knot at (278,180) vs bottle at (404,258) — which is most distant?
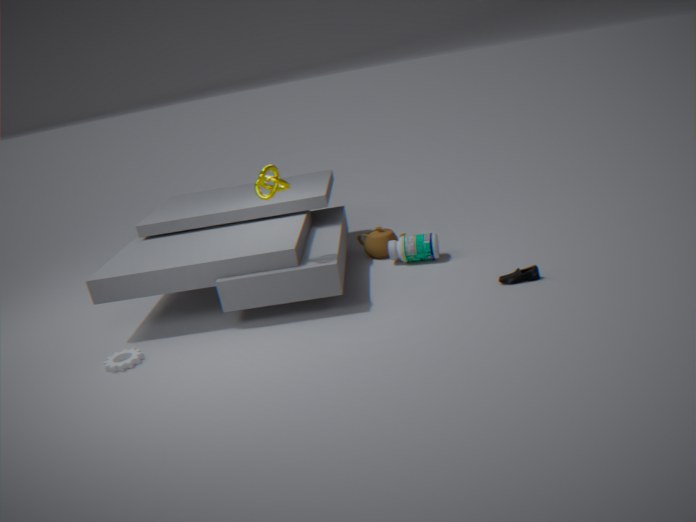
bottle at (404,258)
